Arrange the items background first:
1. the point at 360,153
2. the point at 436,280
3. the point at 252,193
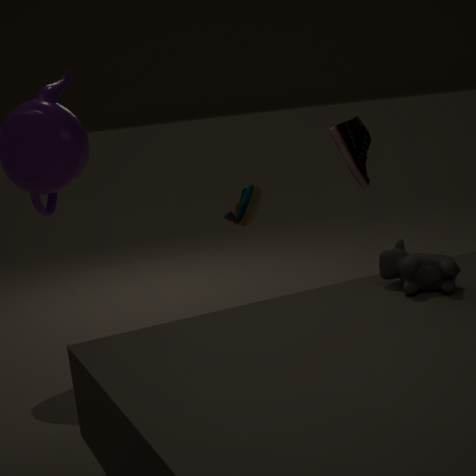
1. the point at 360,153
2. the point at 252,193
3. the point at 436,280
